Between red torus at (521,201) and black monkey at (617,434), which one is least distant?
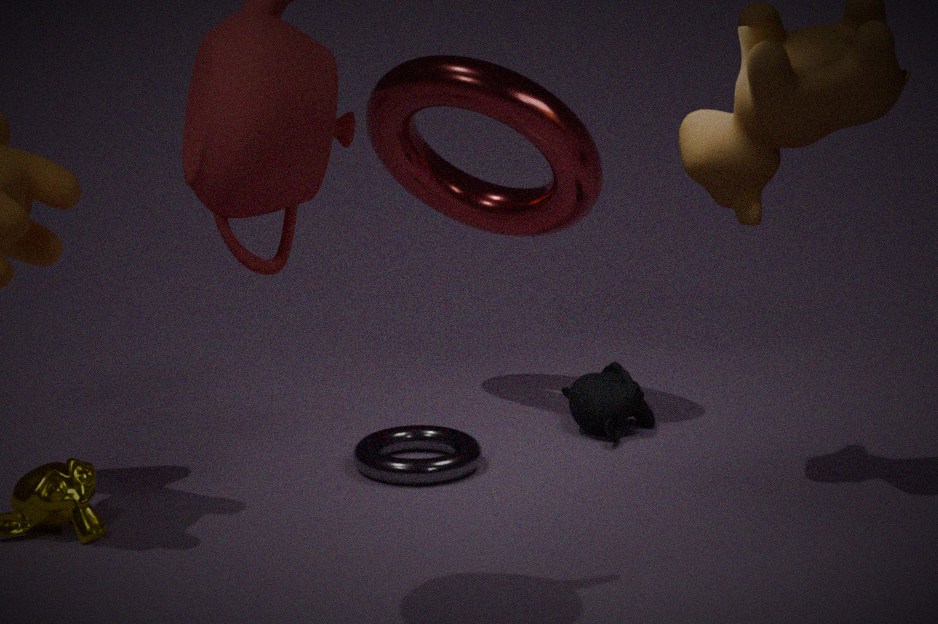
red torus at (521,201)
